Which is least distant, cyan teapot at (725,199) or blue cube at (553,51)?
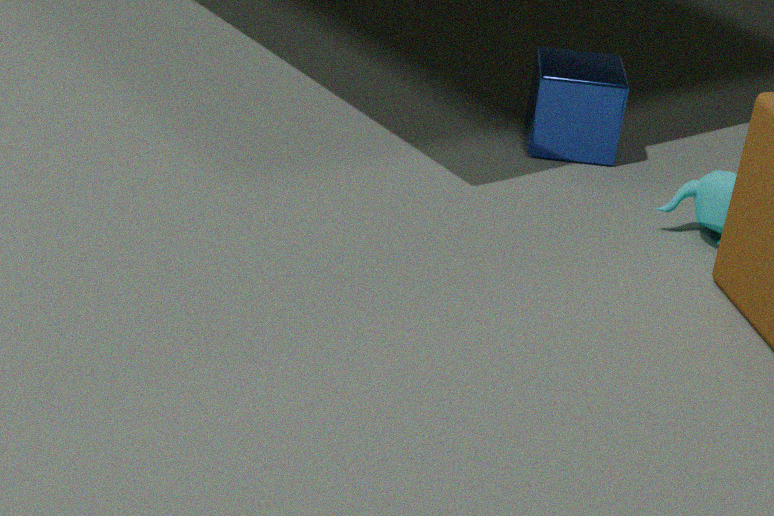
cyan teapot at (725,199)
